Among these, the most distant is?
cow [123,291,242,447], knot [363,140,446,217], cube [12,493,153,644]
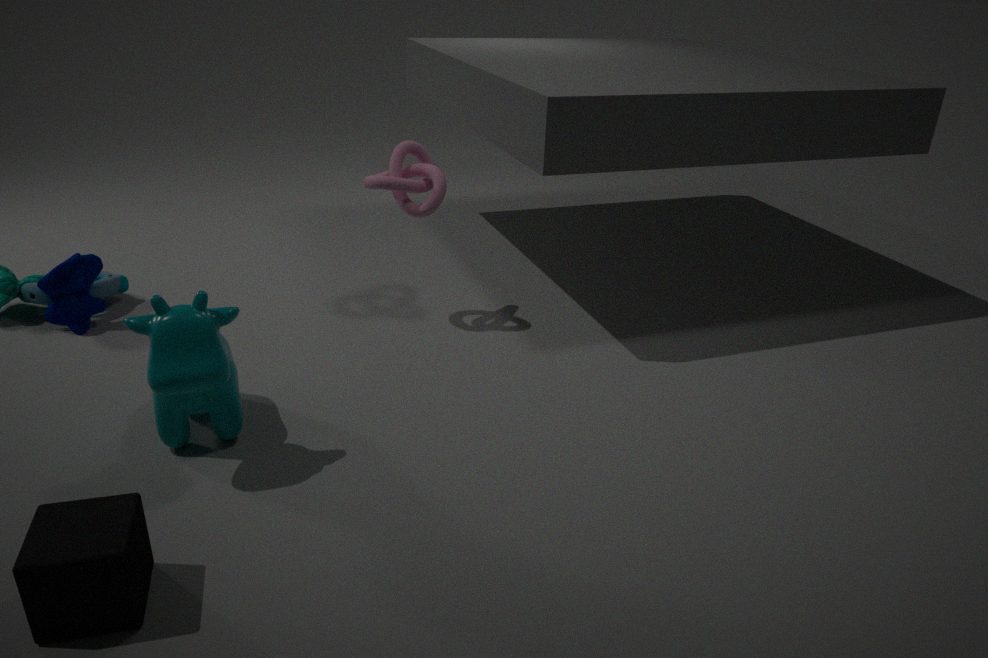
knot [363,140,446,217]
